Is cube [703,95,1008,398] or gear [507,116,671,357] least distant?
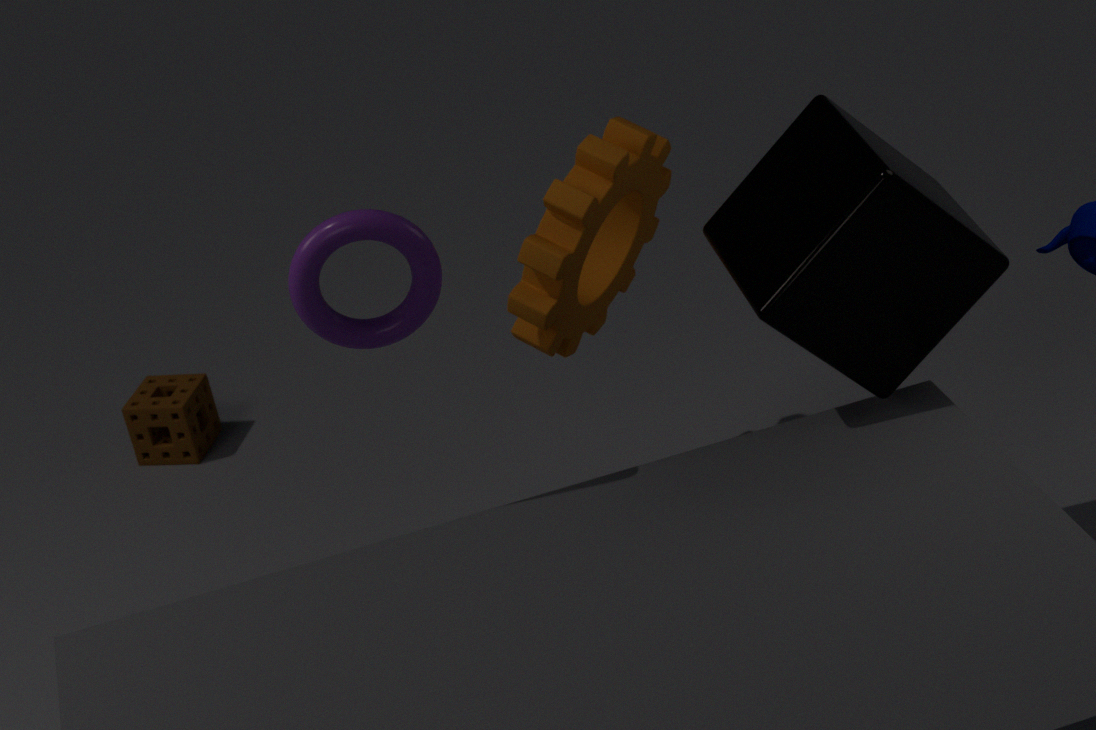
cube [703,95,1008,398]
